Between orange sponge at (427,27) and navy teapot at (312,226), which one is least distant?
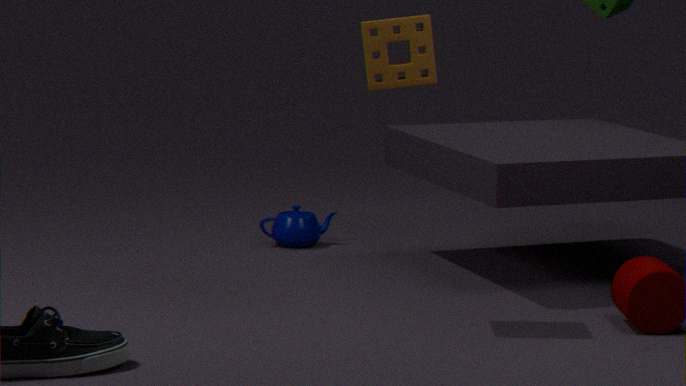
orange sponge at (427,27)
